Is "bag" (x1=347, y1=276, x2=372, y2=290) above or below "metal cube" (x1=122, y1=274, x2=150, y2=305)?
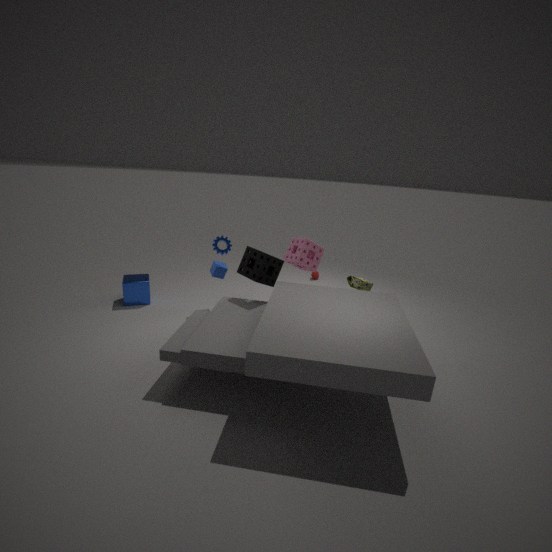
above
